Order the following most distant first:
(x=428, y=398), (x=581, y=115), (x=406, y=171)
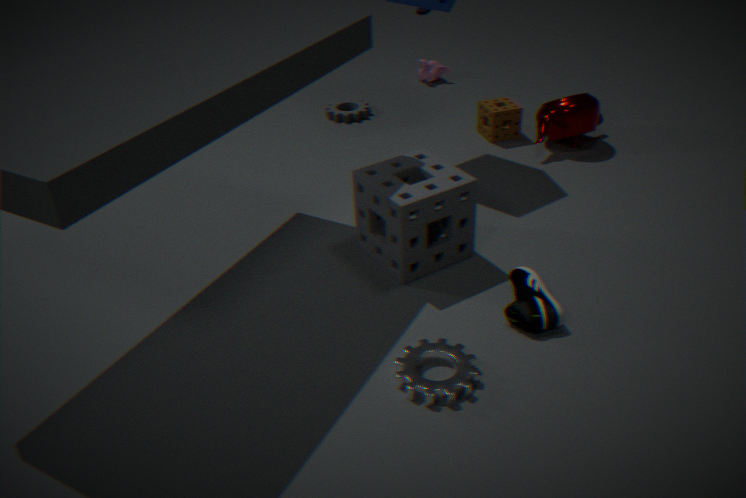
1. (x=581, y=115)
2. (x=406, y=171)
3. (x=428, y=398)
